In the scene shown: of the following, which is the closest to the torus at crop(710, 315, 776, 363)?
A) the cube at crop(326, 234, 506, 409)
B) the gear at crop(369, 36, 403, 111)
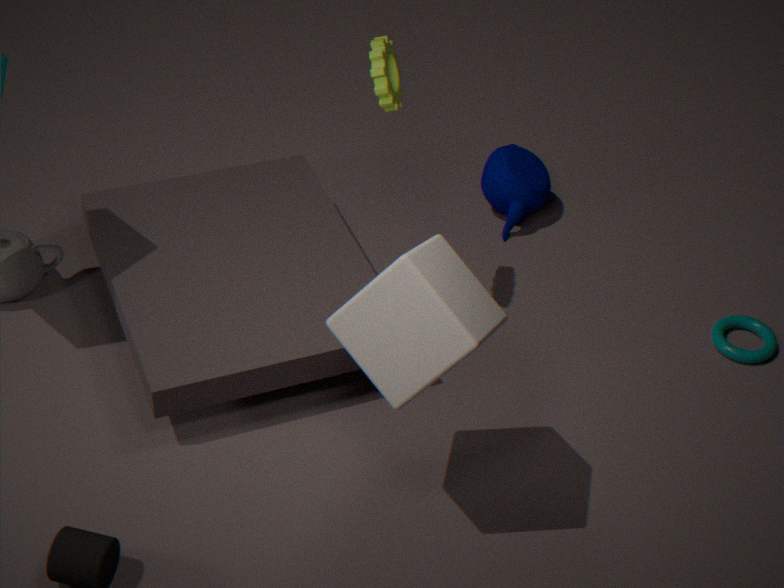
the cube at crop(326, 234, 506, 409)
